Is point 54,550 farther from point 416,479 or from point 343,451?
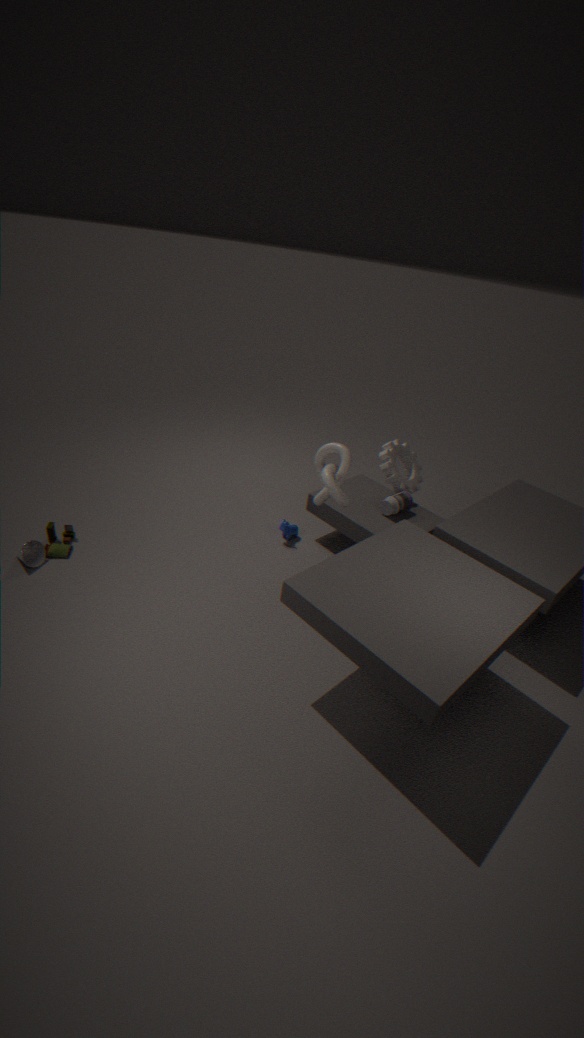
point 416,479
